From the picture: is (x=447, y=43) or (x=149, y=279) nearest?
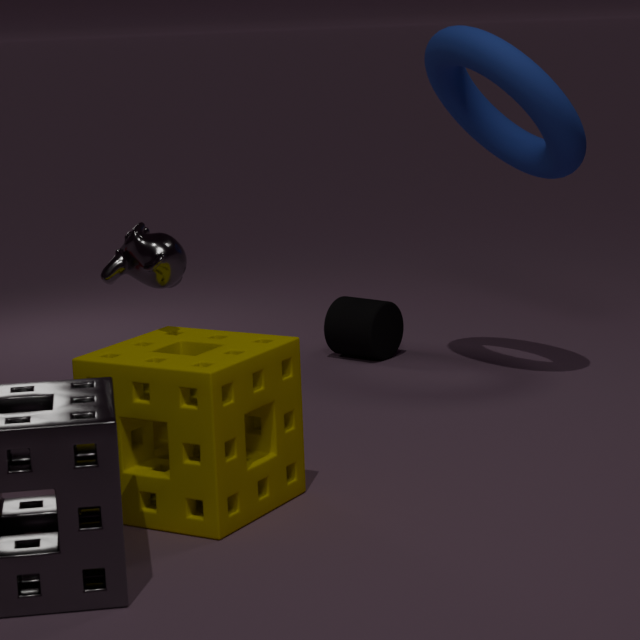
(x=149, y=279)
